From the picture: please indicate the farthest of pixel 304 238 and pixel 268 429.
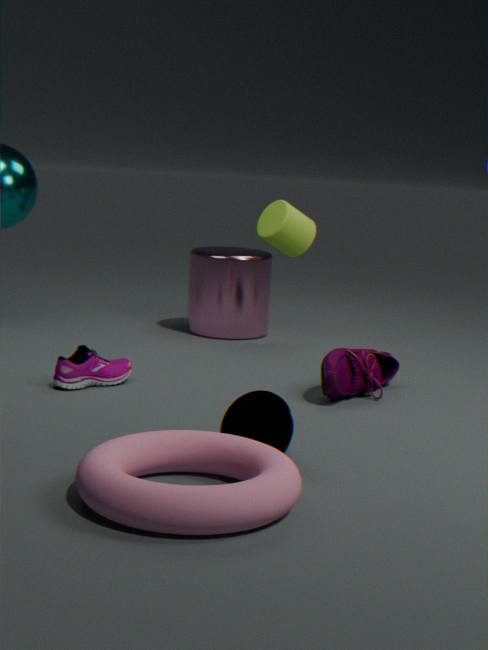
pixel 304 238
